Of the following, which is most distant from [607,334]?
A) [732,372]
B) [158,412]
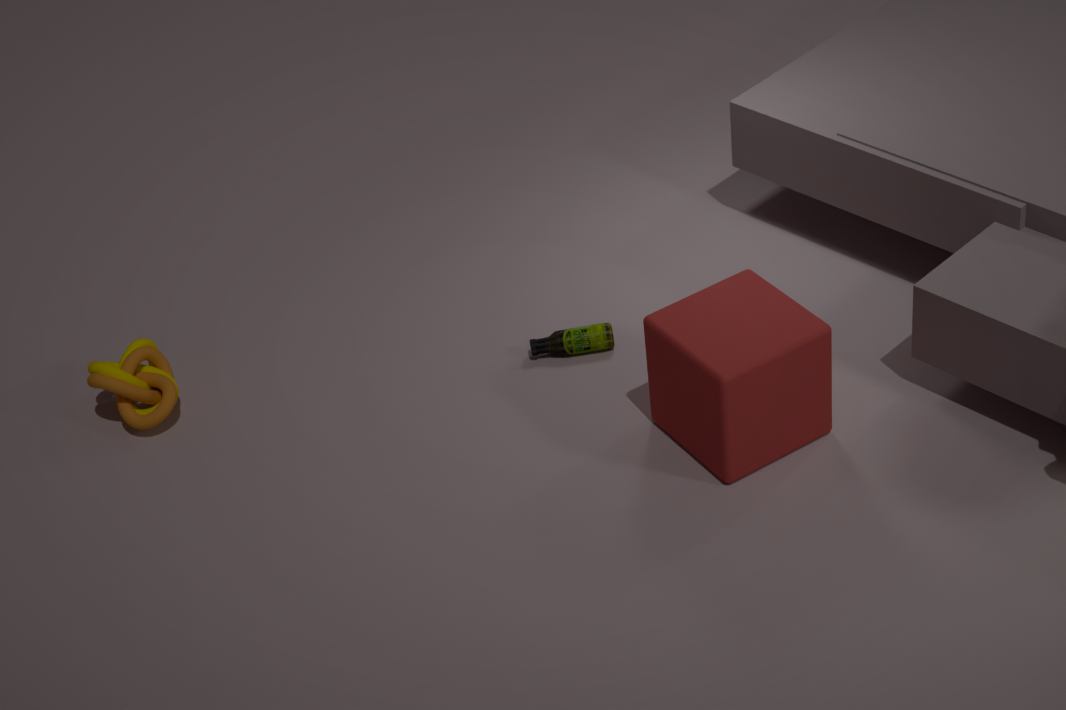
[158,412]
